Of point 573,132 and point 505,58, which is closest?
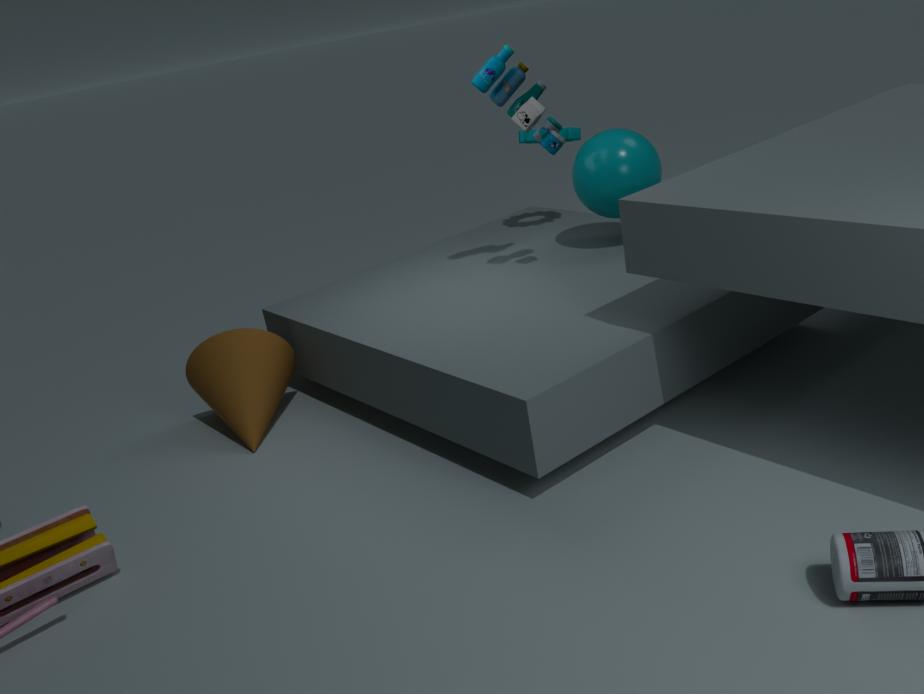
point 505,58
